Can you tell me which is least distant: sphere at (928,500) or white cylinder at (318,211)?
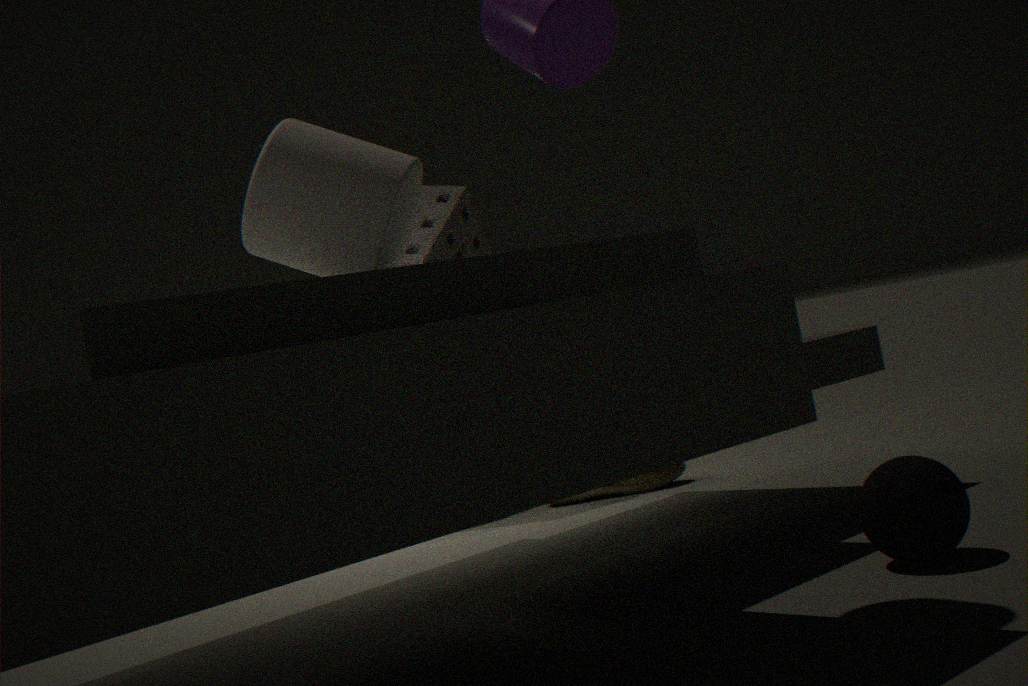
sphere at (928,500)
